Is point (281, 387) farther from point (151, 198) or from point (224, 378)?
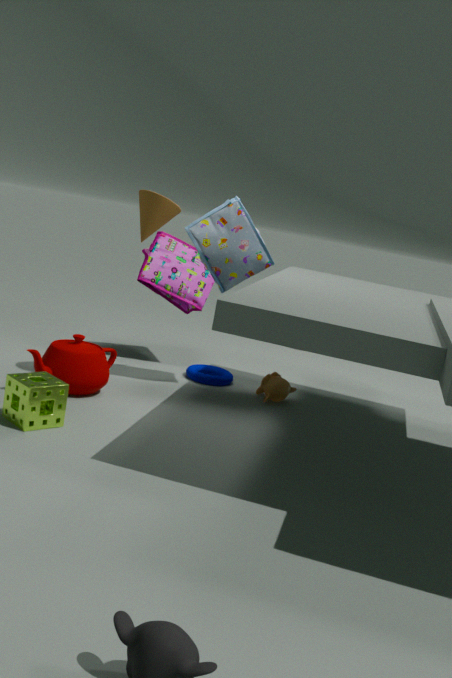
point (151, 198)
